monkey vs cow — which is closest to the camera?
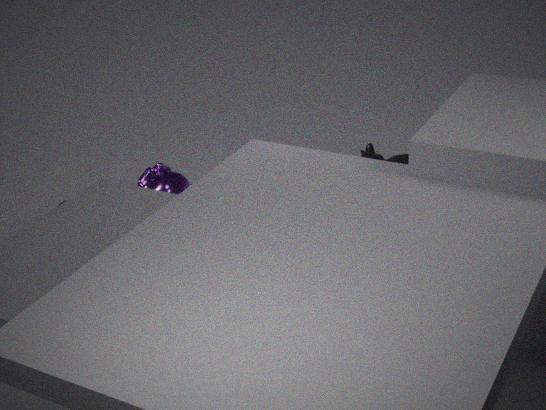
monkey
